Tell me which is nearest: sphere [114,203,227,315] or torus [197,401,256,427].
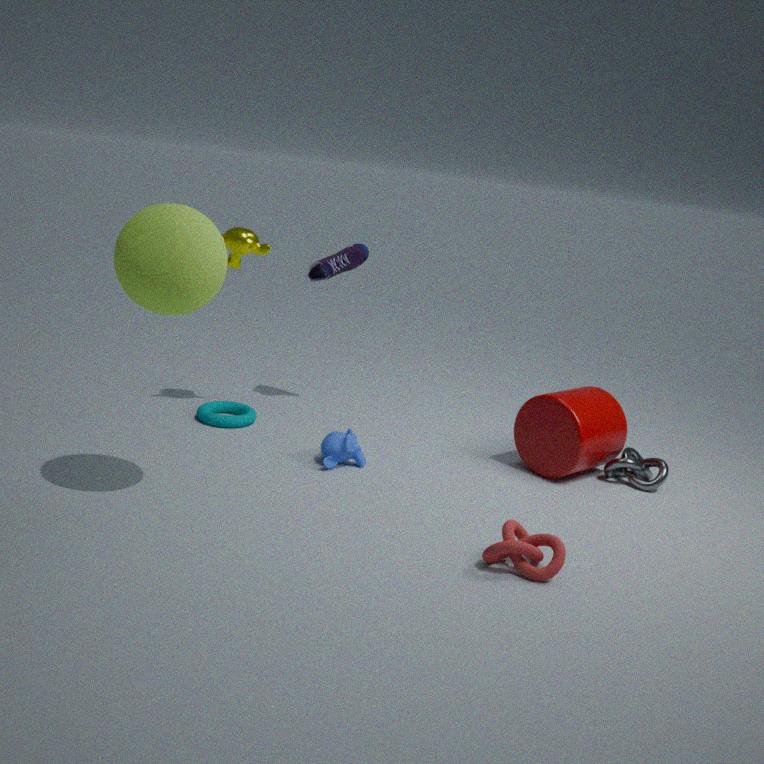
sphere [114,203,227,315]
